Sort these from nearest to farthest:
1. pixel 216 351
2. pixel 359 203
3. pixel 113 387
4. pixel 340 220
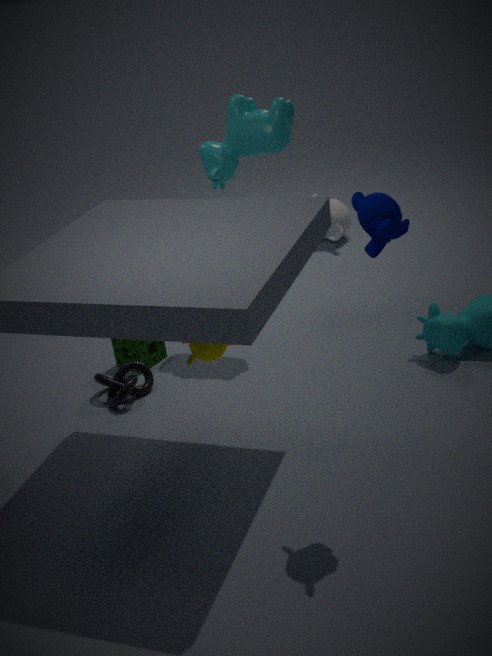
1. pixel 359 203
2. pixel 216 351
3. pixel 113 387
4. pixel 340 220
